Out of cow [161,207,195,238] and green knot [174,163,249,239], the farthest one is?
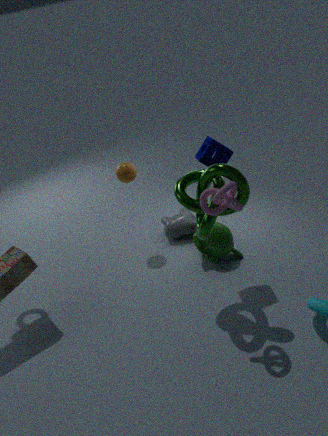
cow [161,207,195,238]
